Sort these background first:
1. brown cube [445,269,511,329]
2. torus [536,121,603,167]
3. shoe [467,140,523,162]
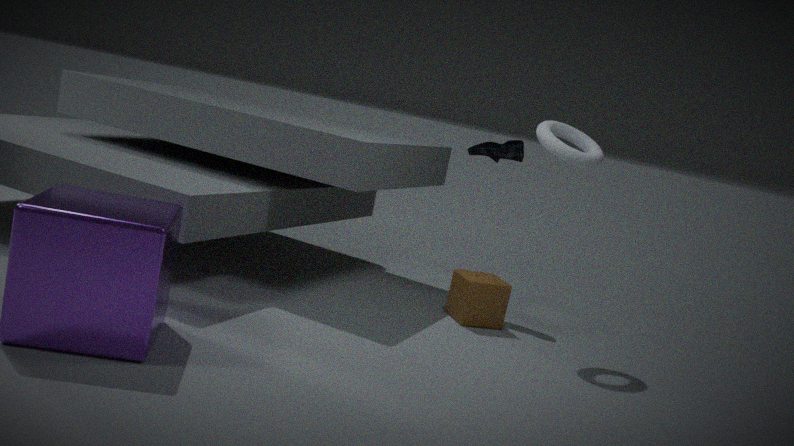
shoe [467,140,523,162], brown cube [445,269,511,329], torus [536,121,603,167]
